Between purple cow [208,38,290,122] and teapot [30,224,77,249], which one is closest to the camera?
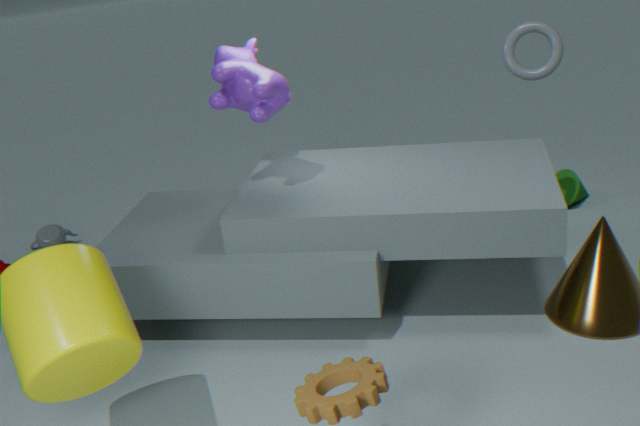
purple cow [208,38,290,122]
